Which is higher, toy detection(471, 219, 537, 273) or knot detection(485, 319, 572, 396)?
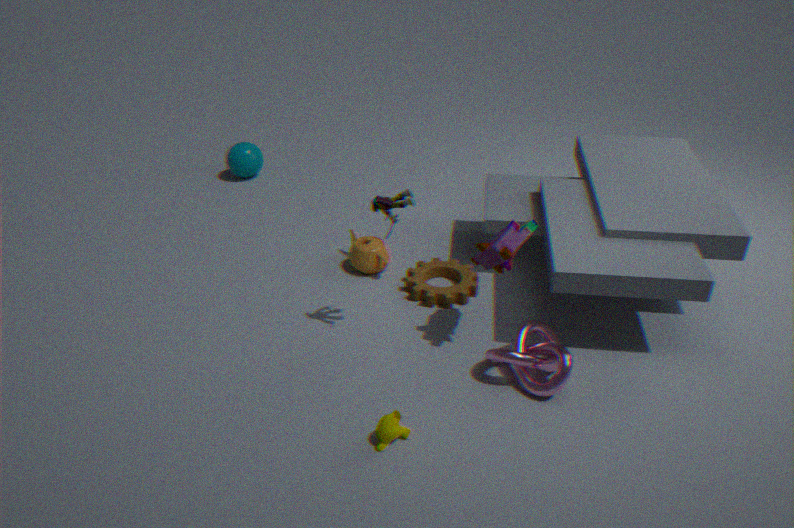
toy detection(471, 219, 537, 273)
